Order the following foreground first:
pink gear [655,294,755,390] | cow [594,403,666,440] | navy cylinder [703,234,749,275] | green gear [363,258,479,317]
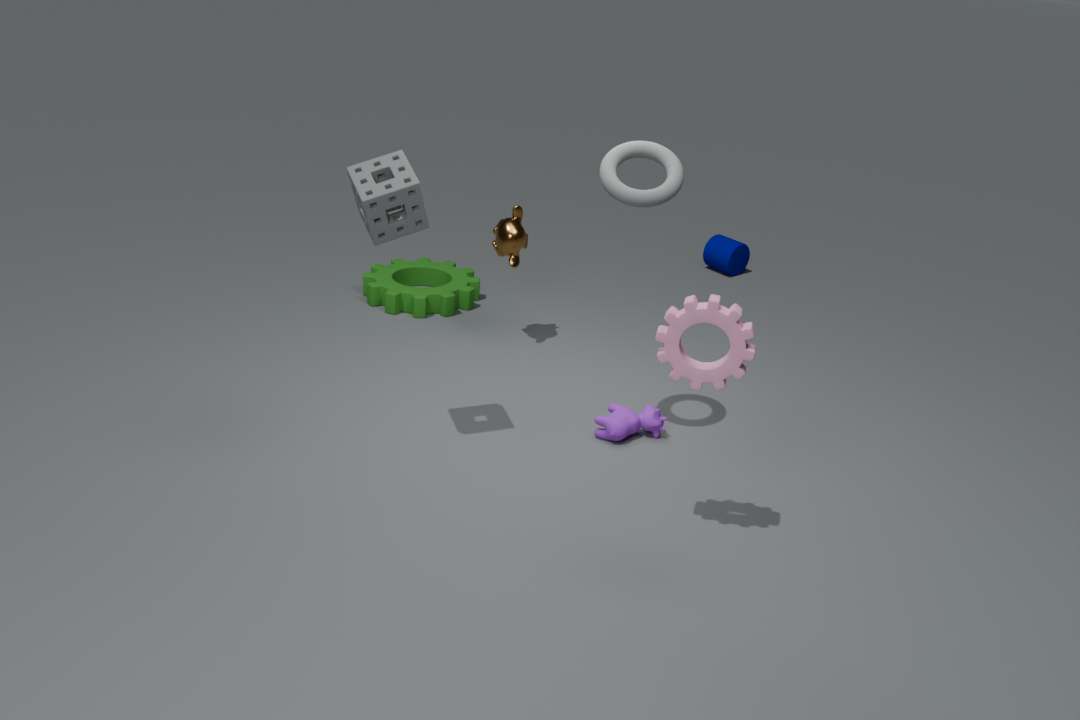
pink gear [655,294,755,390] < cow [594,403,666,440] < green gear [363,258,479,317] < navy cylinder [703,234,749,275]
